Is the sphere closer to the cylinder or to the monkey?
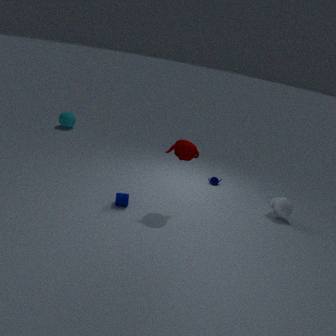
the cylinder
